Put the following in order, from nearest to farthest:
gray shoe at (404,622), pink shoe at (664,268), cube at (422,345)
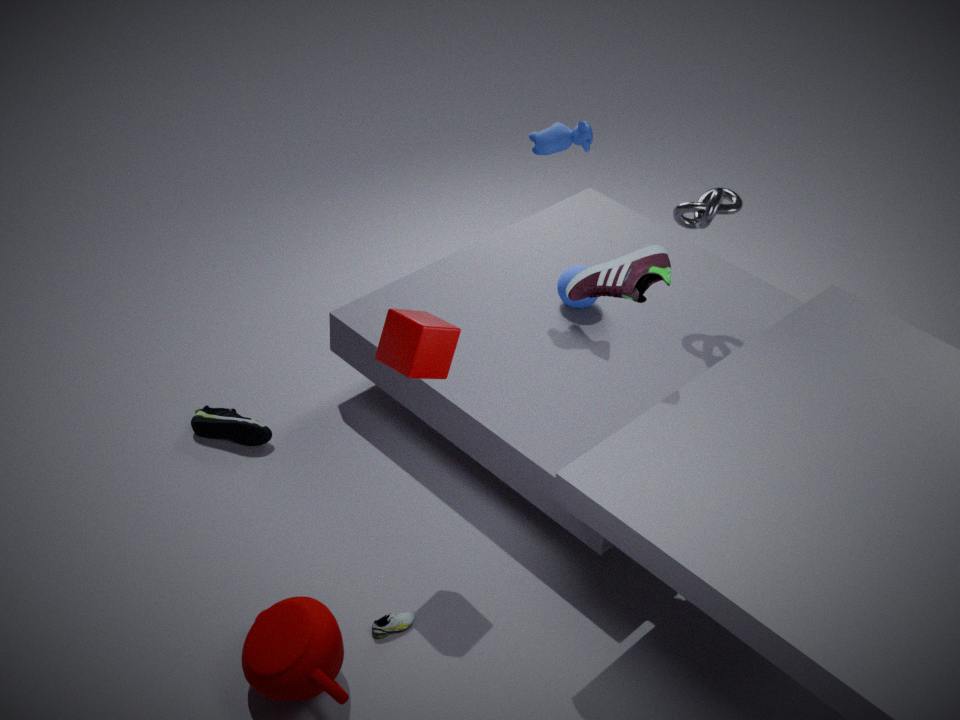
cube at (422,345) < pink shoe at (664,268) < gray shoe at (404,622)
